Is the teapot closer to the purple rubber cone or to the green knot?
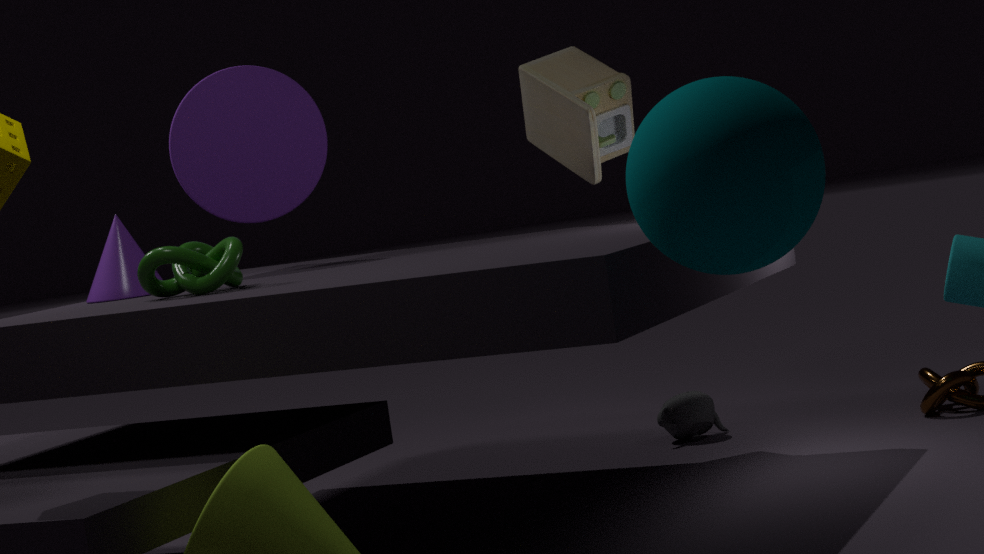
the purple rubber cone
